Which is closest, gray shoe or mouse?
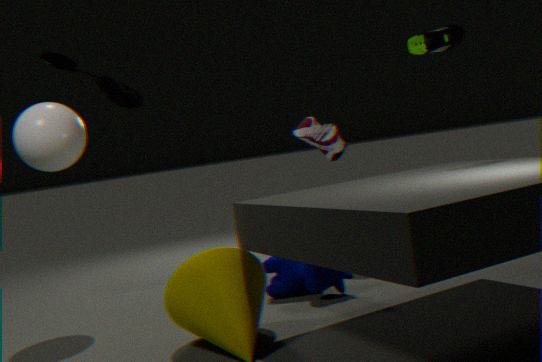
mouse
